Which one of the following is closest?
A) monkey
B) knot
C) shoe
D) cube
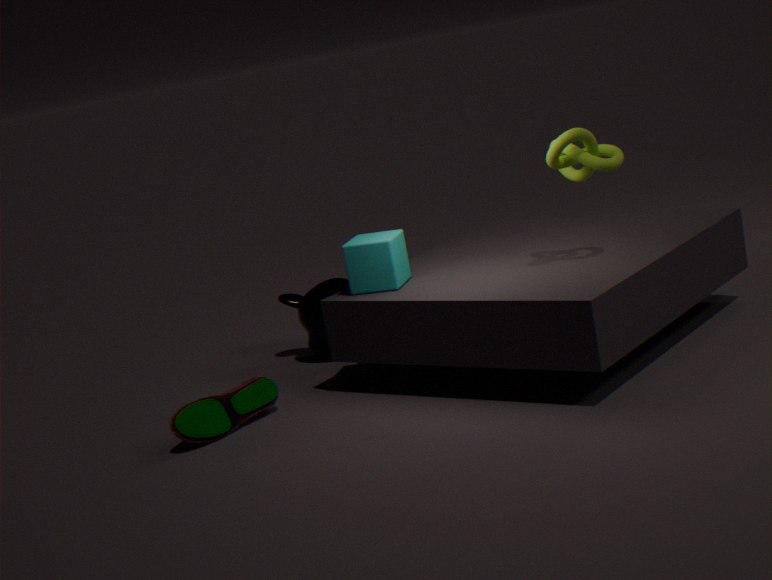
B. knot
